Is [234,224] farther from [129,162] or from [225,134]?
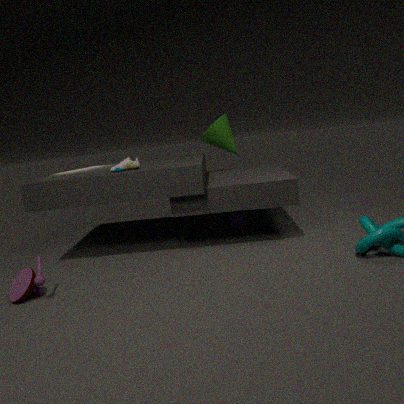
[129,162]
